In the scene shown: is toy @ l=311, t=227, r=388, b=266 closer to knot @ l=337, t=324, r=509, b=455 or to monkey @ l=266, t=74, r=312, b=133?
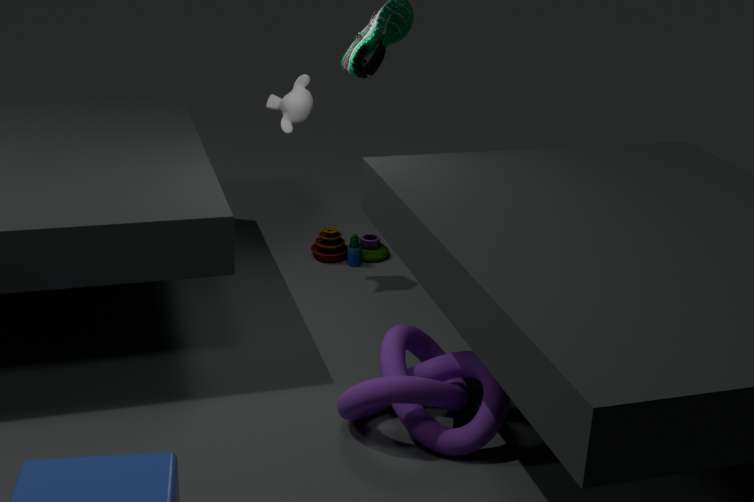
monkey @ l=266, t=74, r=312, b=133
